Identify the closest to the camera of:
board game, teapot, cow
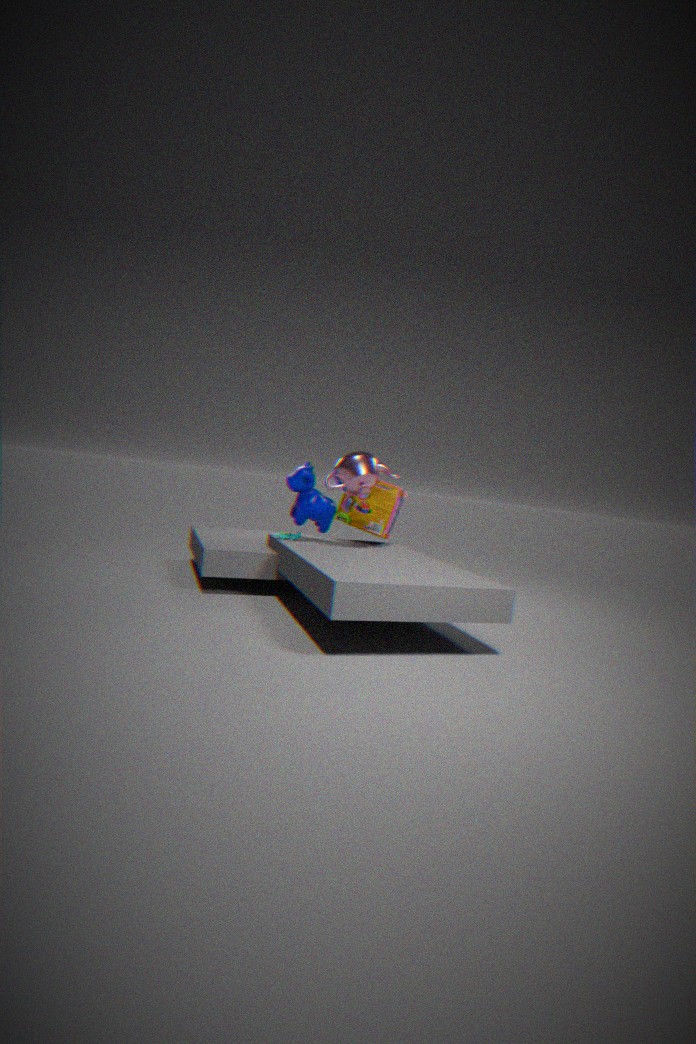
teapot
